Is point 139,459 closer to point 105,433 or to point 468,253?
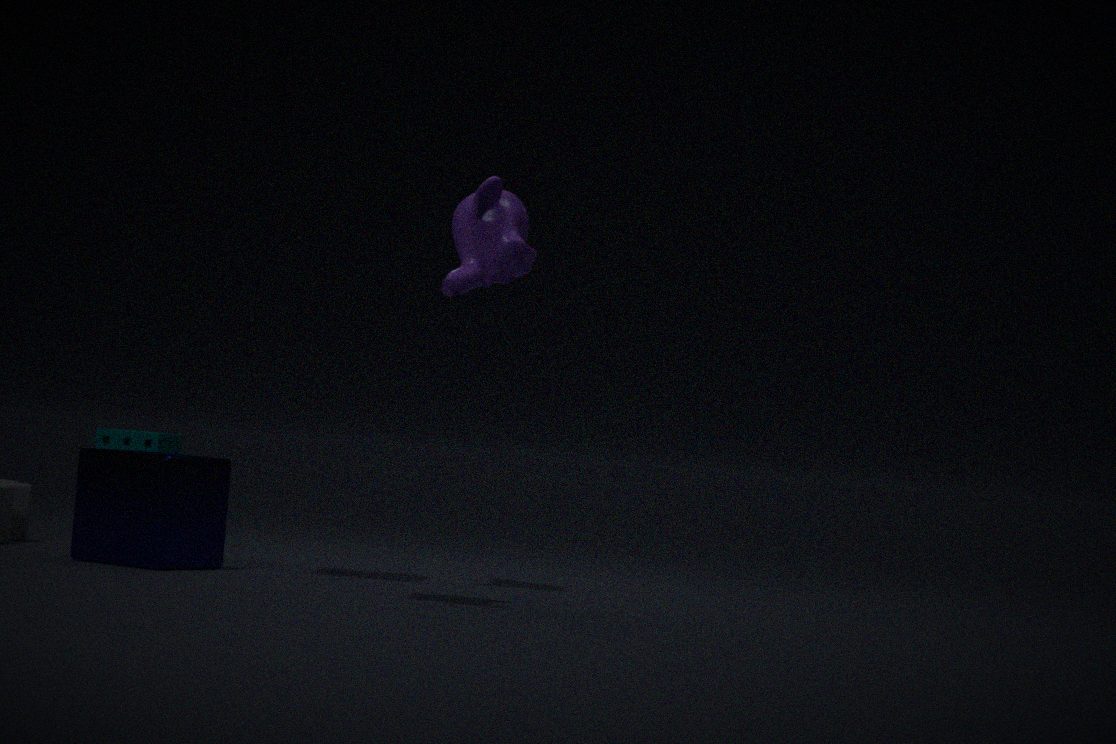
point 468,253
